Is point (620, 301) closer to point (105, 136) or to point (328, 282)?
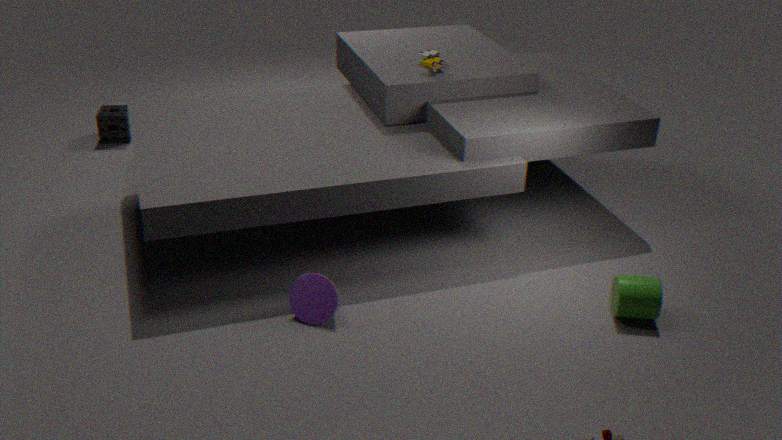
point (328, 282)
